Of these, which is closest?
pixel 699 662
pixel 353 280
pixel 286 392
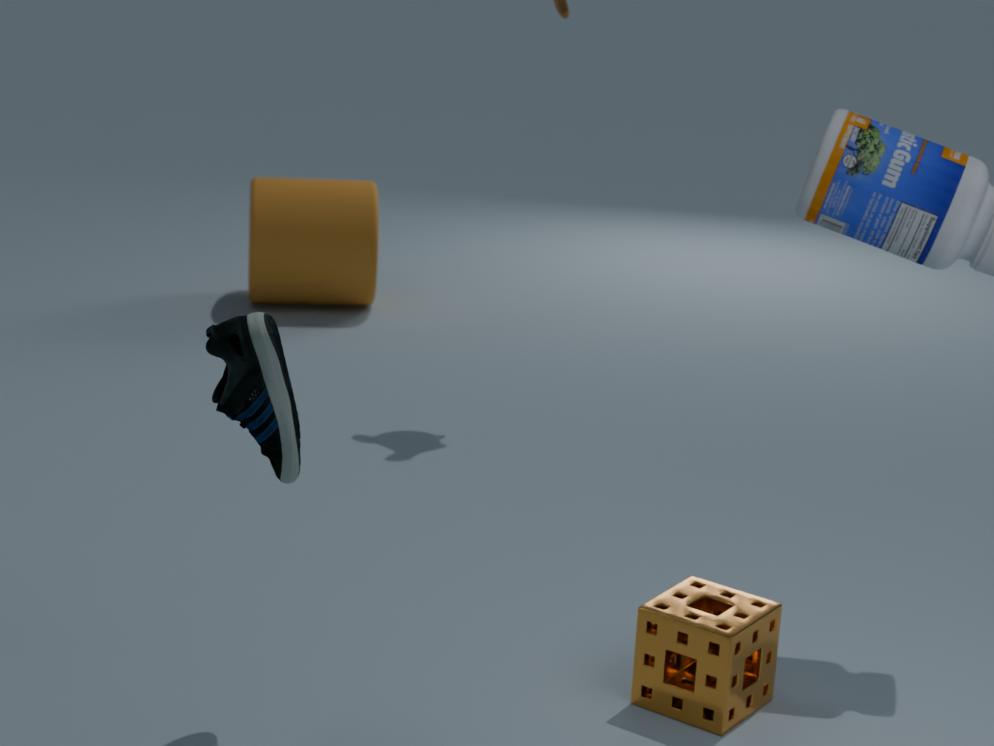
pixel 286 392
